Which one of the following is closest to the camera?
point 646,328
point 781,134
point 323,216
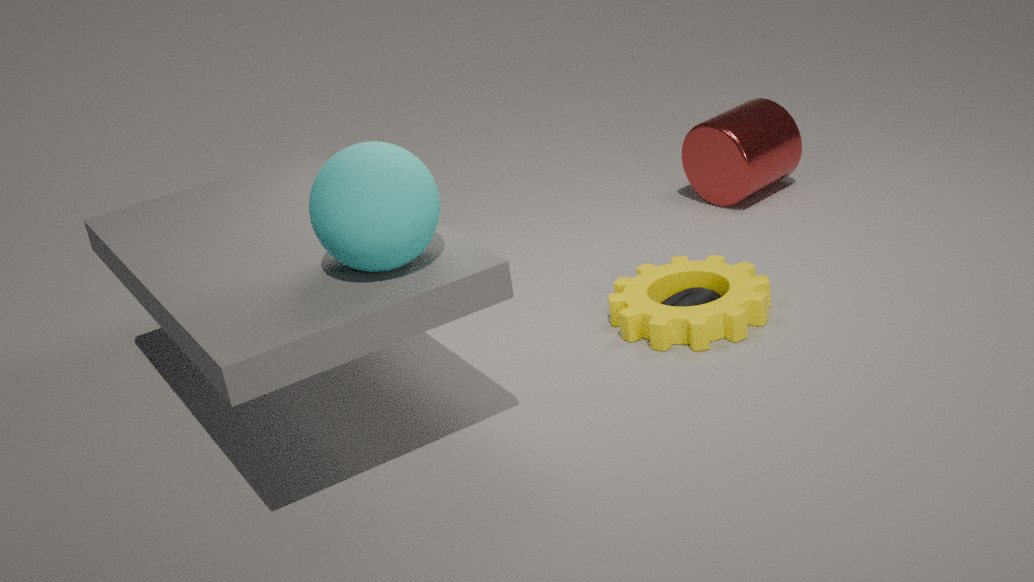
point 323,216
